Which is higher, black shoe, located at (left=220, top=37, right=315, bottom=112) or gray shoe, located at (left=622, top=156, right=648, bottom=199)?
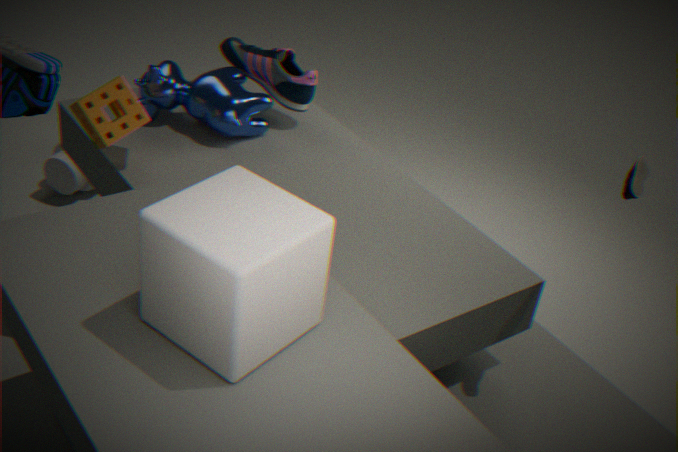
gray shoe, located at (left=622, top=156, right=648, bottom=199)
